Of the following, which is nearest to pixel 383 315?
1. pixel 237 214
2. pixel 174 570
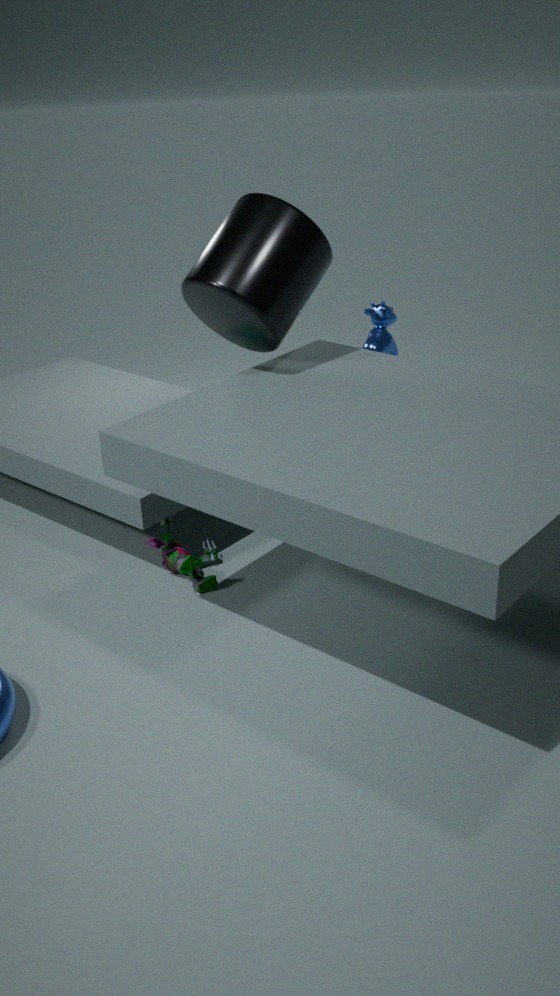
pixel 237 214
